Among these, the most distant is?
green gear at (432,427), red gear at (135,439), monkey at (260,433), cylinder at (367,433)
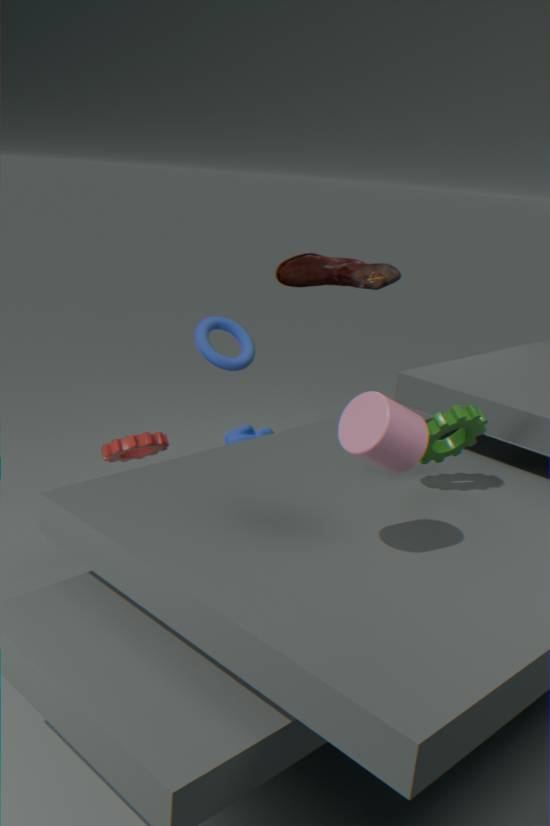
monkey at (260,433)
